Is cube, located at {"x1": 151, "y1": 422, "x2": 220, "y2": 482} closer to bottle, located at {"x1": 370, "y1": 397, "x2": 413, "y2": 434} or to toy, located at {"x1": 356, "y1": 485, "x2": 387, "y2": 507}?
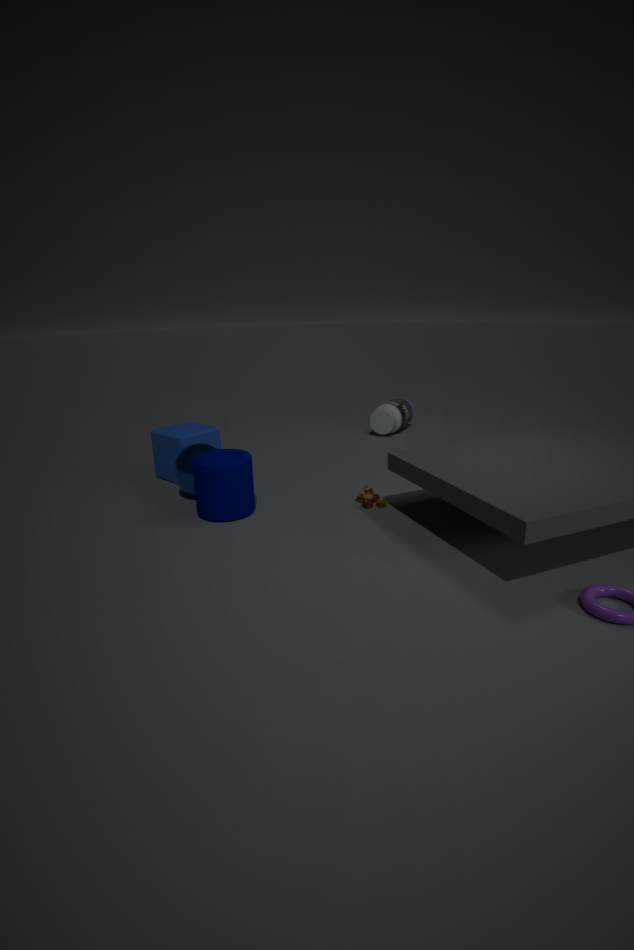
toy, located at {"x1": 356, "y1": 485, "x2": 387, "y2": 507}
